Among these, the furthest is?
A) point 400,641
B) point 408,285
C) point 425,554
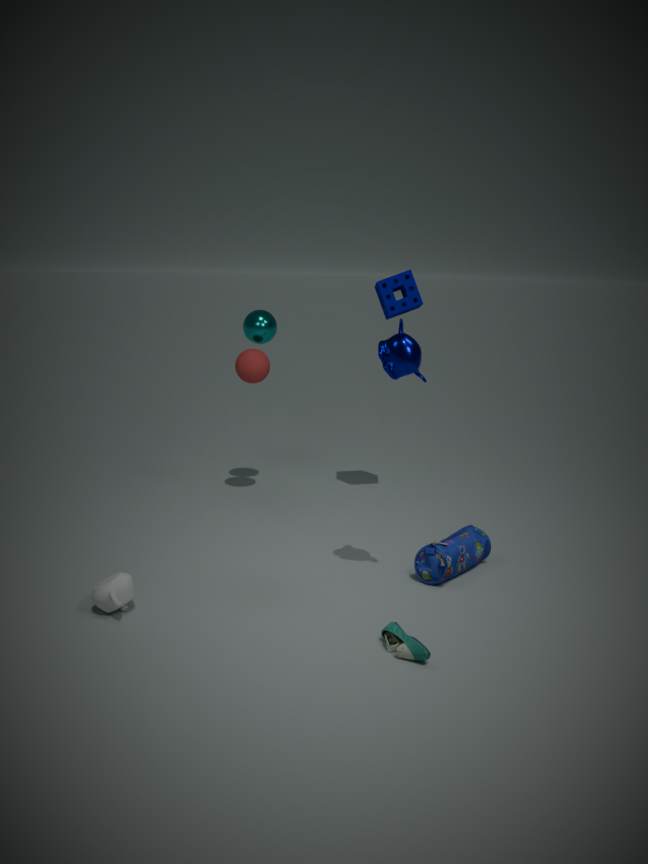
point 408,285
